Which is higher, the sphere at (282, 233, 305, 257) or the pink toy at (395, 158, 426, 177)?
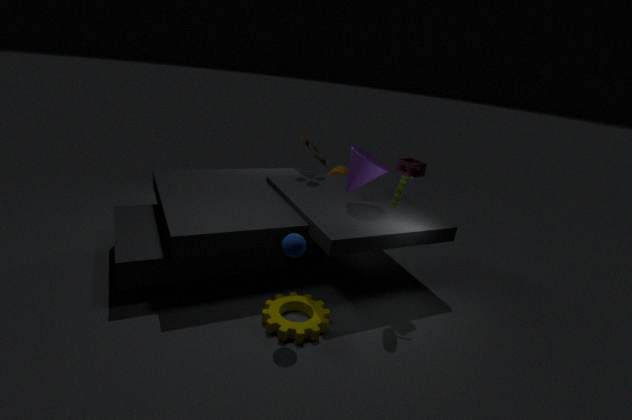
the pink toy at (395, 158, 426, 177)
